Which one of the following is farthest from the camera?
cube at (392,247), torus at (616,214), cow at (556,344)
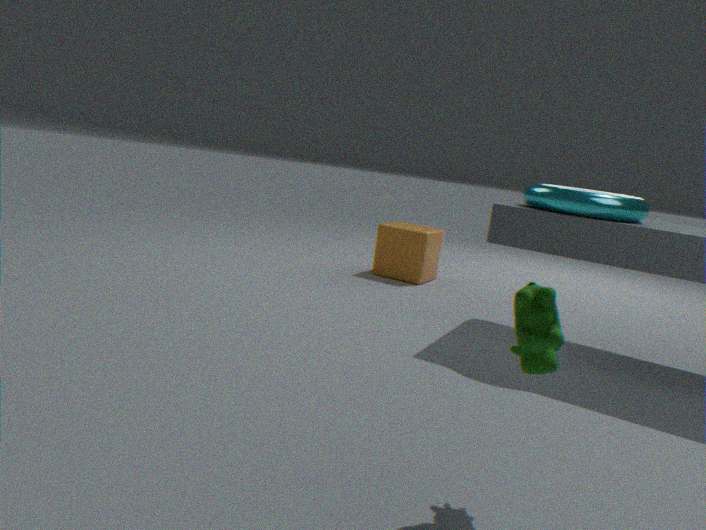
cube at (392,247)
